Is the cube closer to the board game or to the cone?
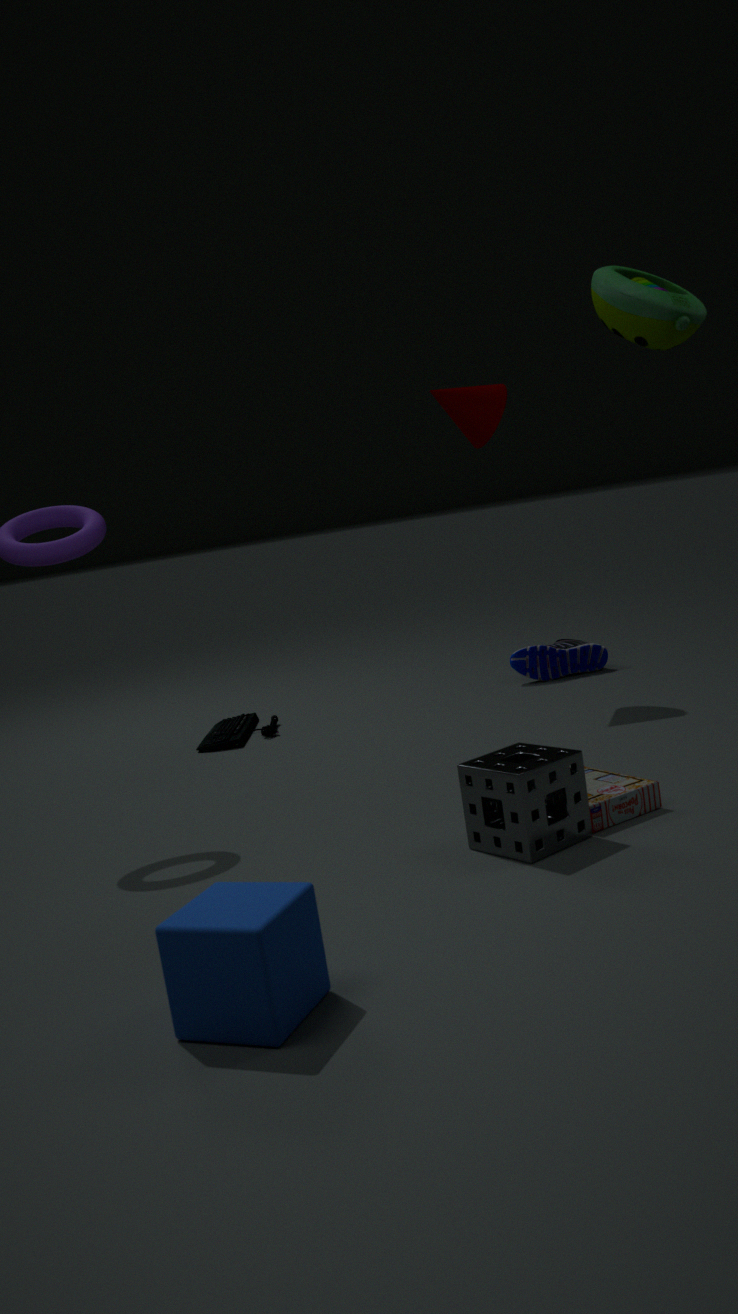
the board game
